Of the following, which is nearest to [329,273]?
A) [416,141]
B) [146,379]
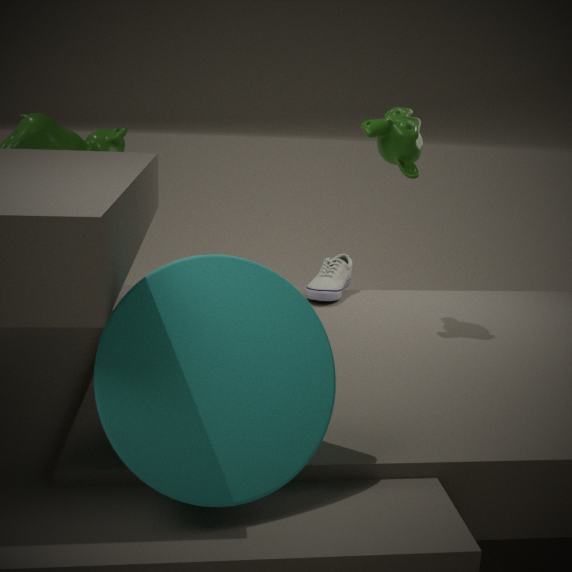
[416,141]
